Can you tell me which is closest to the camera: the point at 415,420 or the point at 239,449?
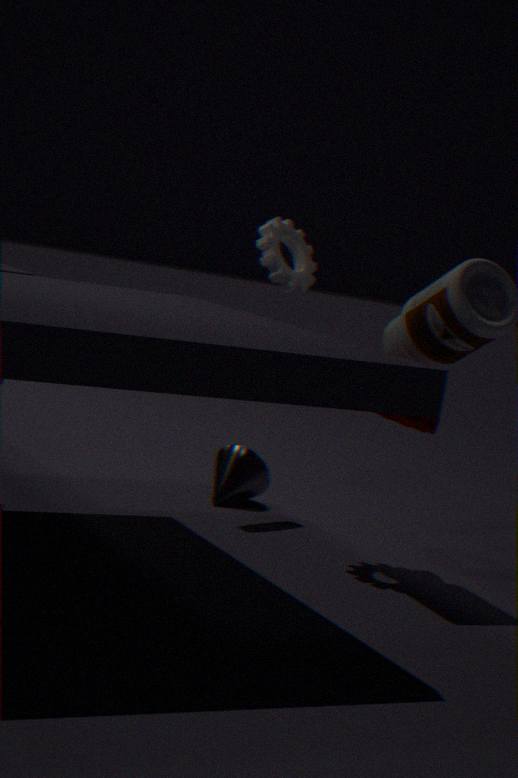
the point at 415,420
